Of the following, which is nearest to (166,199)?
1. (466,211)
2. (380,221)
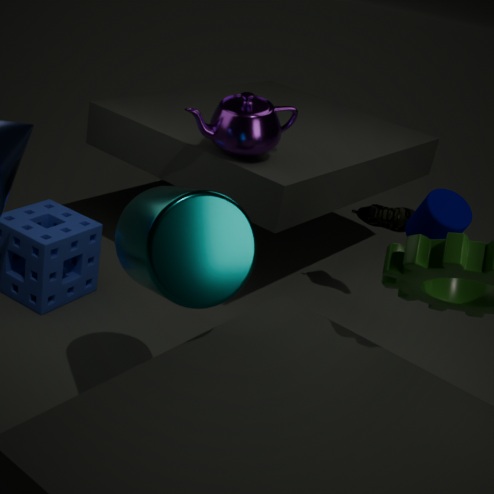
(466,211)
